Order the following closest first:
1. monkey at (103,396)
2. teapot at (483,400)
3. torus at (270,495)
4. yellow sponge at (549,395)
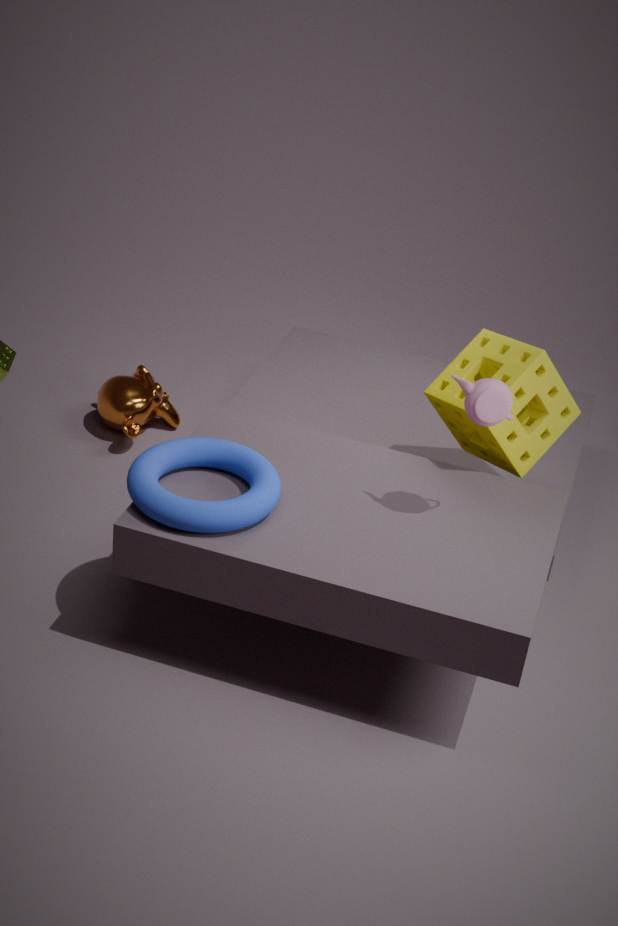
1. torus at (270,495)
2. teapot at (483,400)
3. yellow sponge at (549,395)
4. monkey at (103,396)
